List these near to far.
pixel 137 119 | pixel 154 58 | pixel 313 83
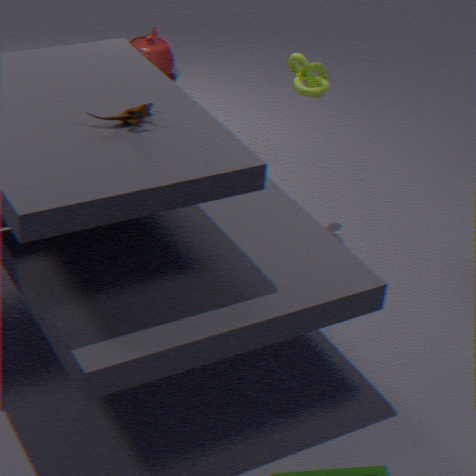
pixel 137 119 → pixel 313 83 → pixel 154 58
